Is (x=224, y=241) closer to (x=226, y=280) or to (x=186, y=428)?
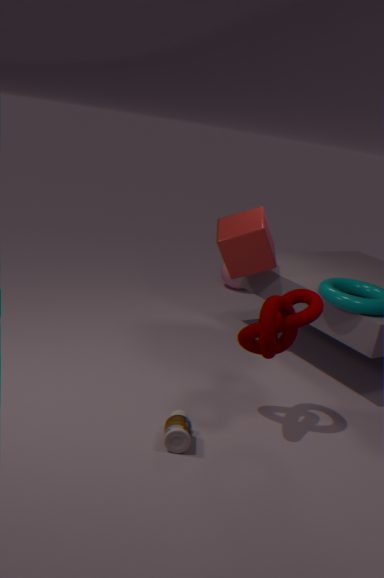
(x=226, y=280)
